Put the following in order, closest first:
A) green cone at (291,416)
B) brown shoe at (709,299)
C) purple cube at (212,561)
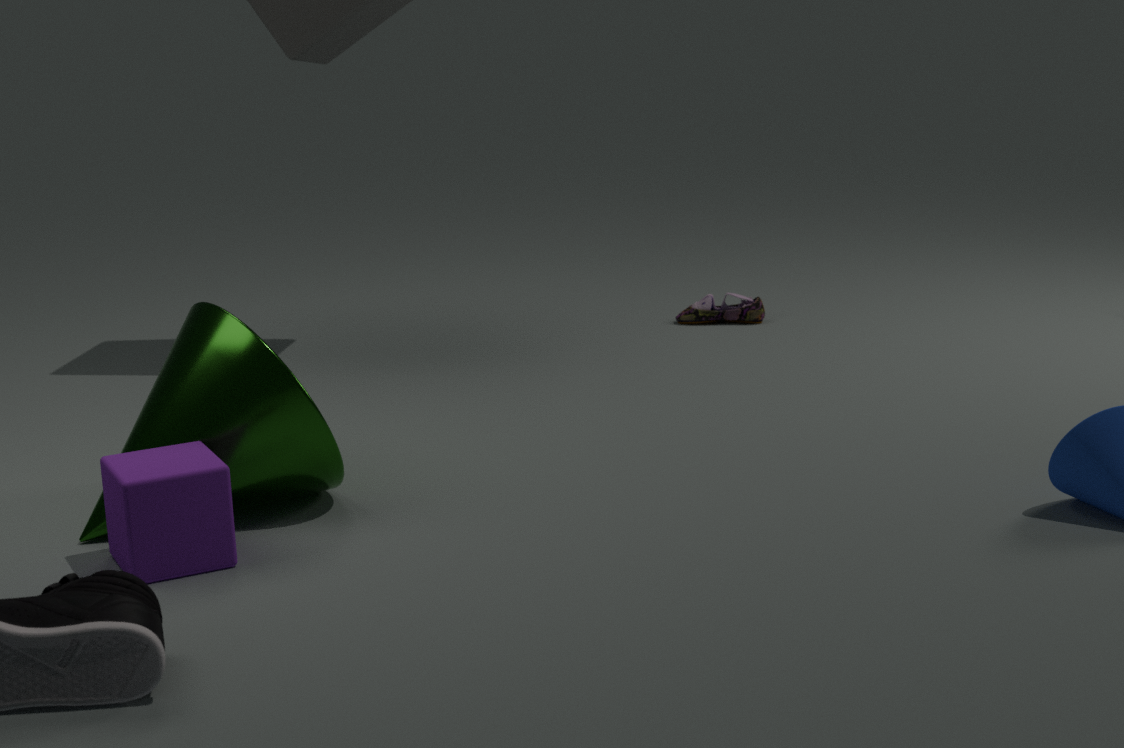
purple cube at (212,561) → green cone at (291,416) → brown shoe at (709,299)
